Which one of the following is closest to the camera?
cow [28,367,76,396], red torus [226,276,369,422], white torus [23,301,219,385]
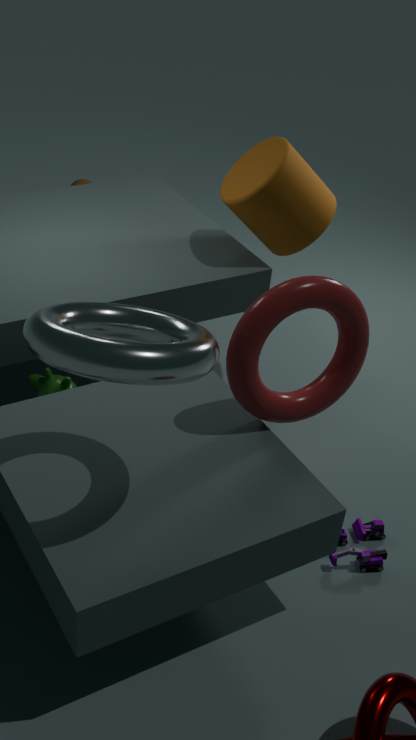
white torus [23,301,219,385]
